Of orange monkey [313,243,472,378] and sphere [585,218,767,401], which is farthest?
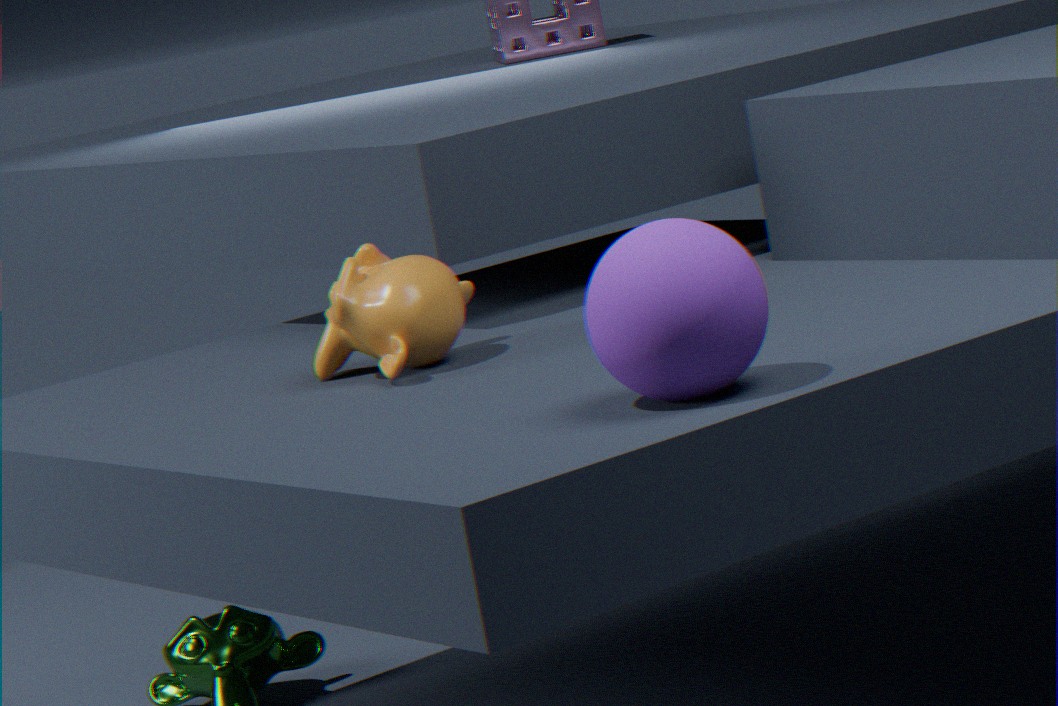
orange monkey [313,243,472,378]
